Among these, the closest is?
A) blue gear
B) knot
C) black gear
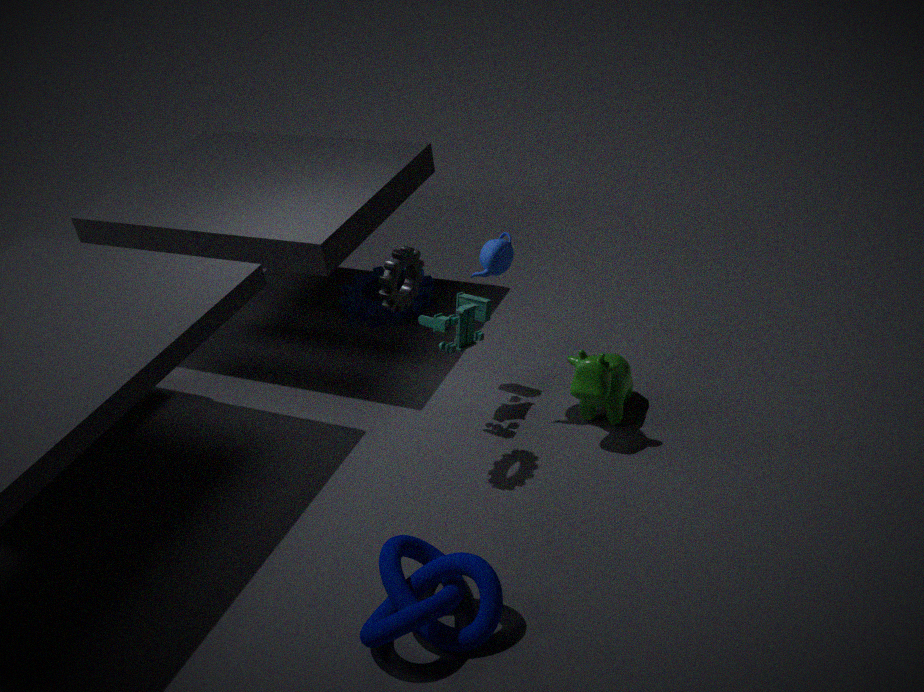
knot
